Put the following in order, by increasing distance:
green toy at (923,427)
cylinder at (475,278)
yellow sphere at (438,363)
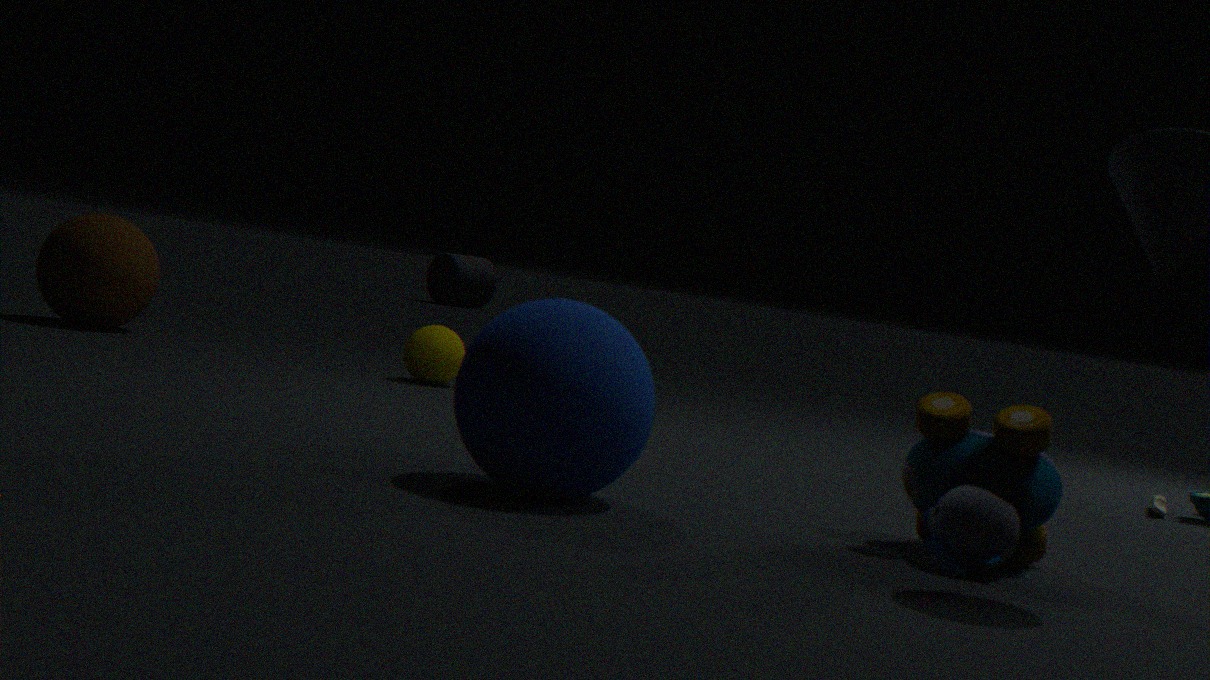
green toy at (923,427) → yellow sphere at (438,363) → cylinder at (475,278)
